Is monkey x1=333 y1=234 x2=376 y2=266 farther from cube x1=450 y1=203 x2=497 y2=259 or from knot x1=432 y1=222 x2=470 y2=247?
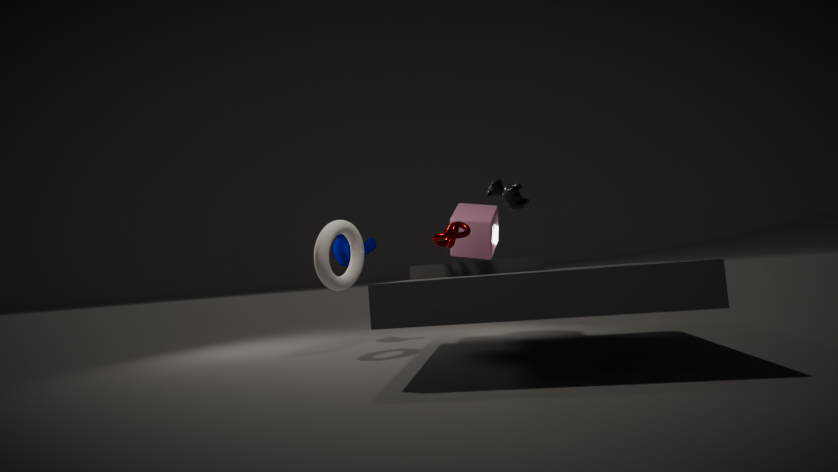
knot x1=432 y1=222 x2=470 y2=247
